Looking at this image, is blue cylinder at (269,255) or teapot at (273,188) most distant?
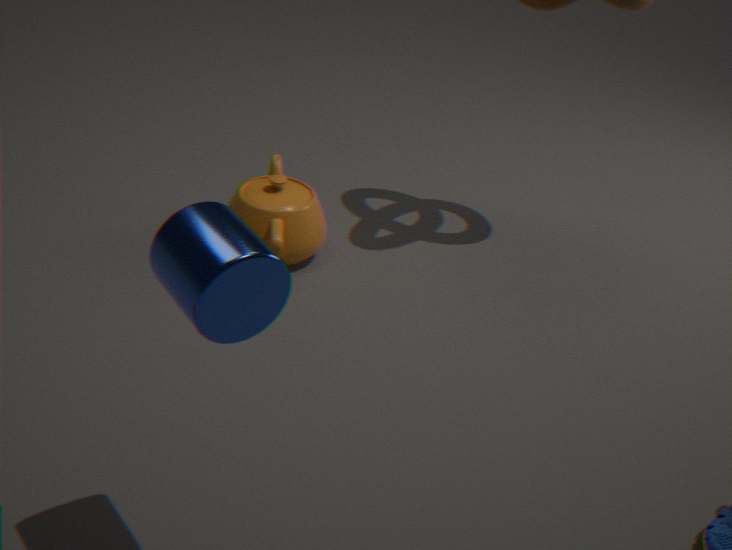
teapot at (273,188)
